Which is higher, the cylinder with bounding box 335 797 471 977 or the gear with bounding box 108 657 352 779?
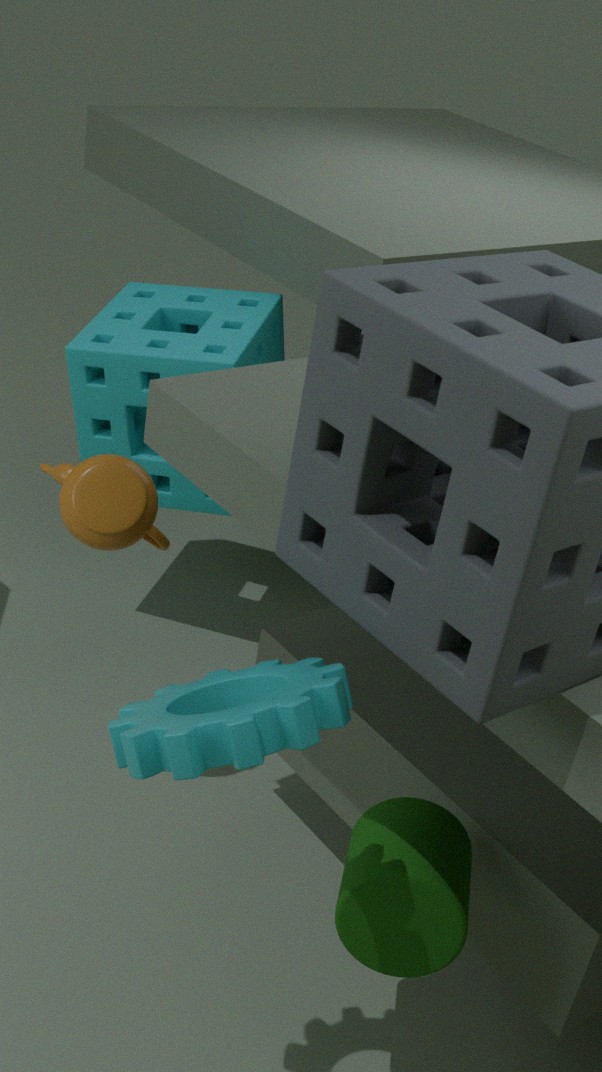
the gear with bounding box 108 657 352 779
